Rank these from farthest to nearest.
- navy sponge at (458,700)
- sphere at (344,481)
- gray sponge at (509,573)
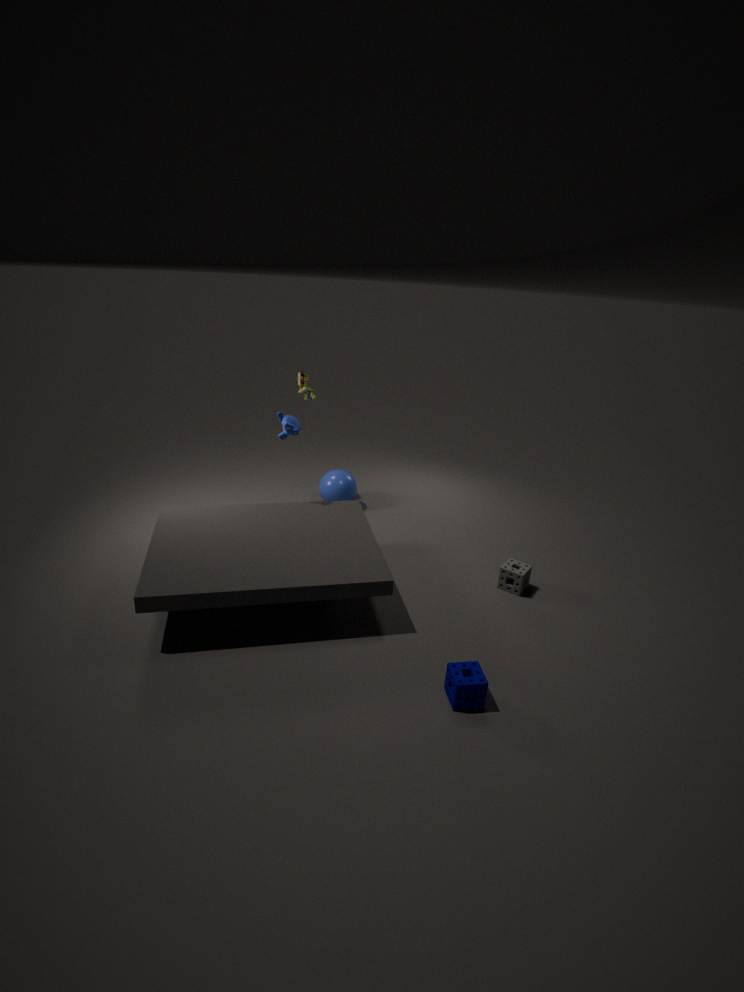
sphere at (344,481), gray sponge at (509,573), navy sponge at (458,700)
